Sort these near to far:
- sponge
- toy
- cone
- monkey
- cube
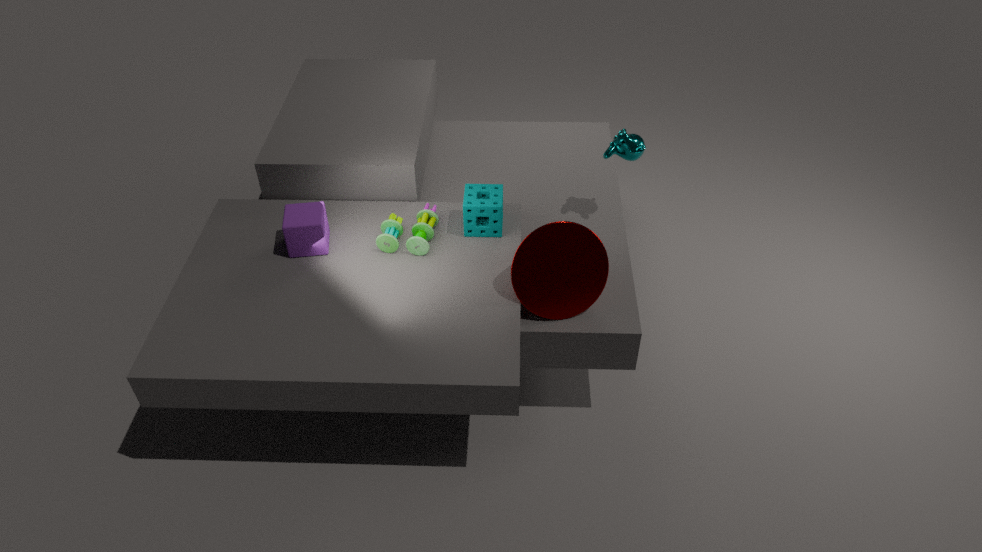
cone < cube < toy < sponge < monkey
